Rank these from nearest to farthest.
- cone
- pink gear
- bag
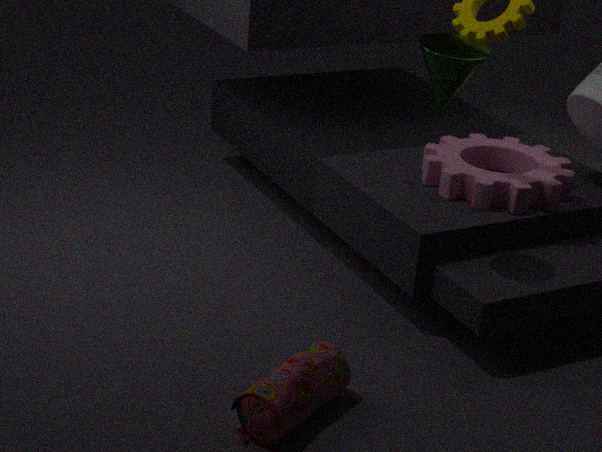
bag → cone → pink gear
